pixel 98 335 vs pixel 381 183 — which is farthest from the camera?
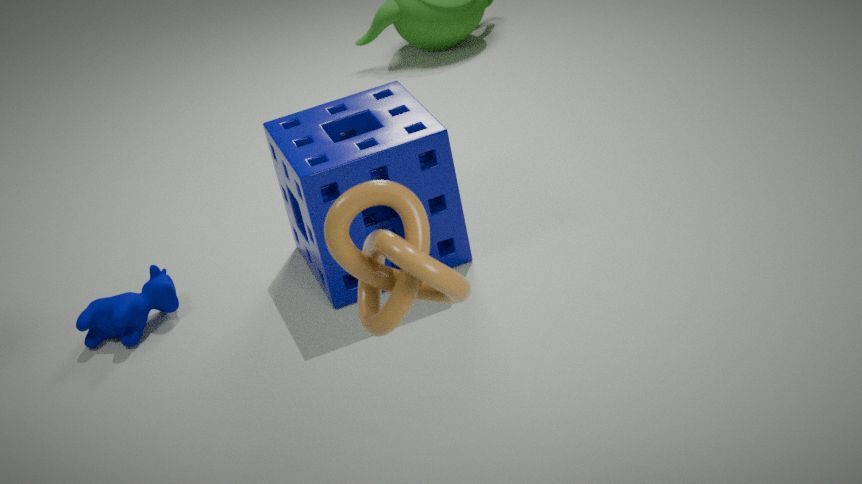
pixel 98 335
